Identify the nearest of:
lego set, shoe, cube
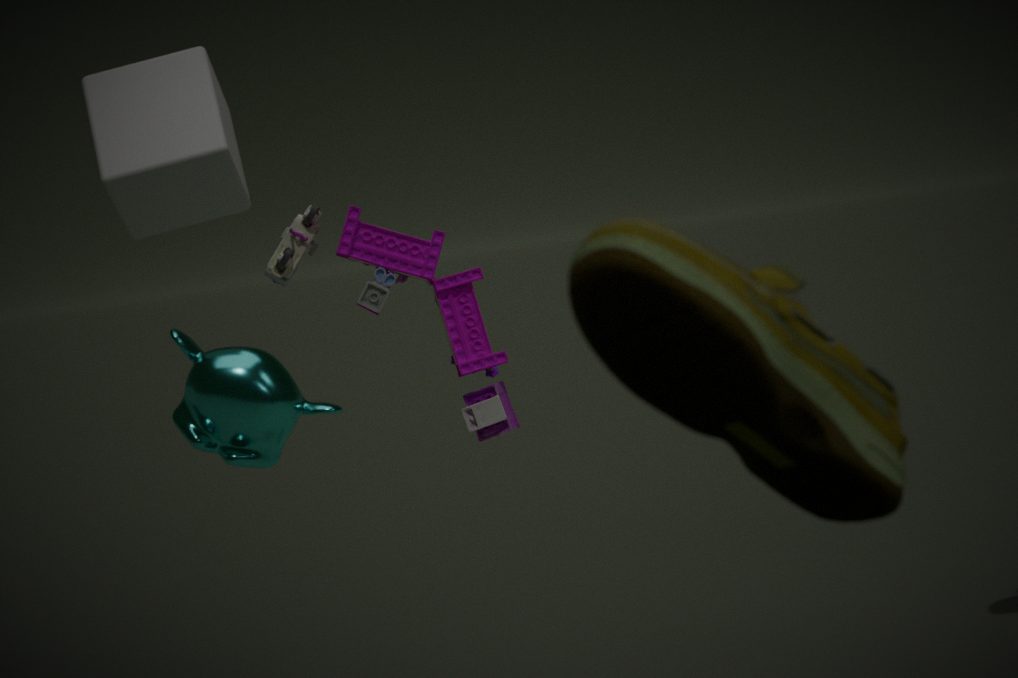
shoe
